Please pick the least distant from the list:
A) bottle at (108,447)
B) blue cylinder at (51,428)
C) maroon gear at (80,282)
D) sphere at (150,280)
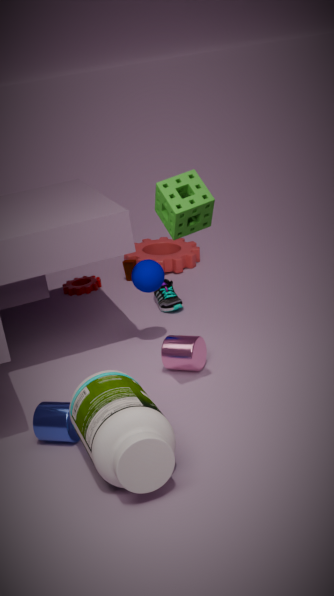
bottle at (108,447)
